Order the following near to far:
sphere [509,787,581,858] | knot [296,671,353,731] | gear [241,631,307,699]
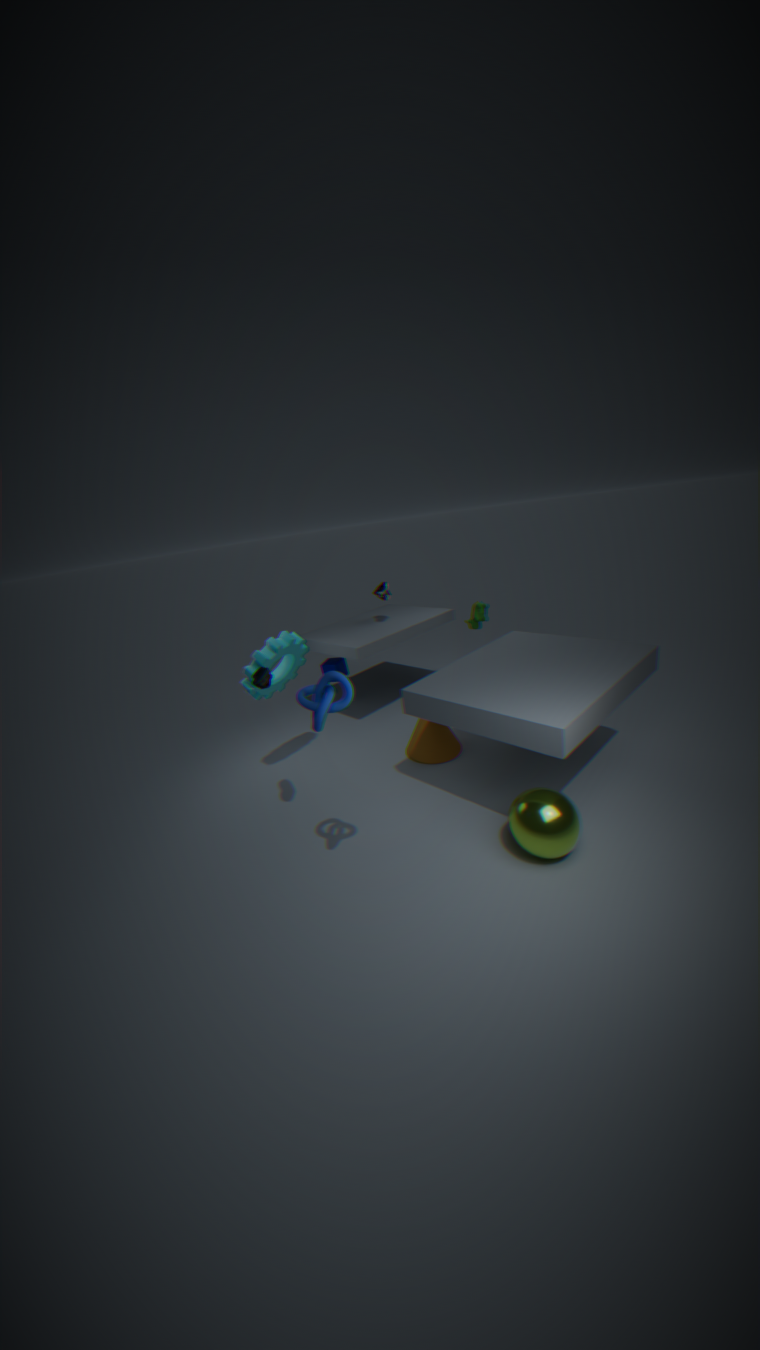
knot [296,671,353,731] < sphere [509,787,581,858] < gear [241,631,307,699]
